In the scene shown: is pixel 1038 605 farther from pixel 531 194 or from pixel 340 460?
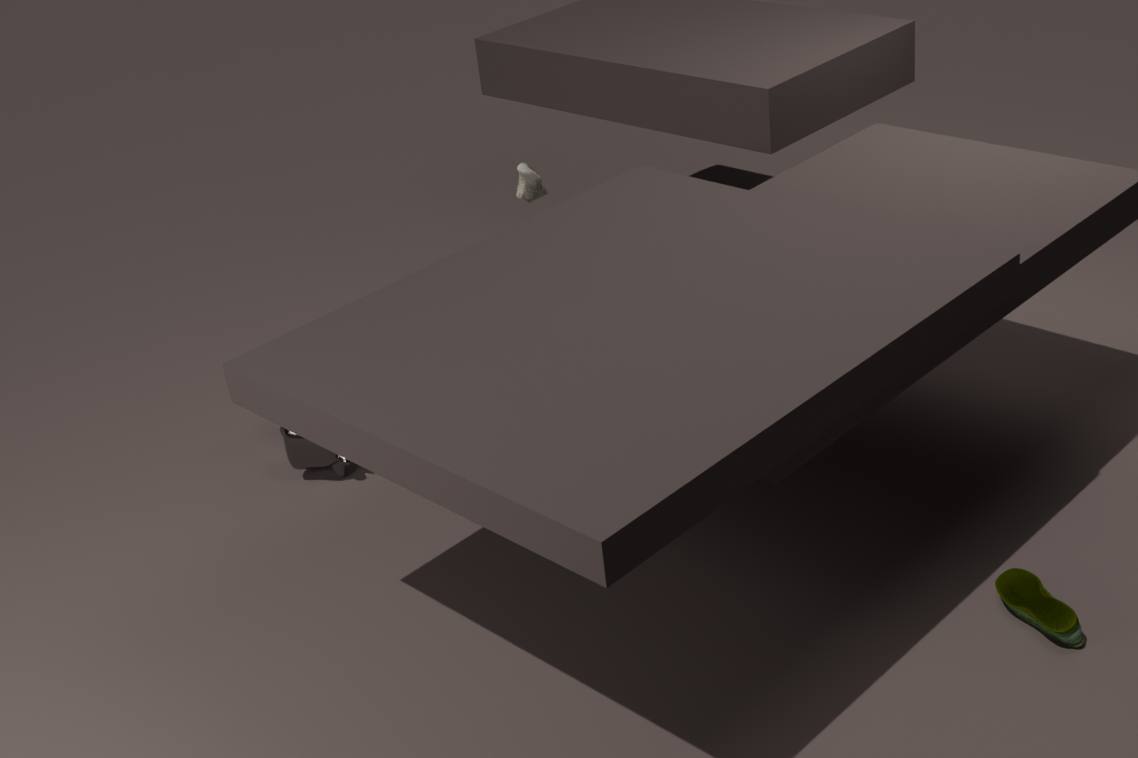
pixel 340 460
